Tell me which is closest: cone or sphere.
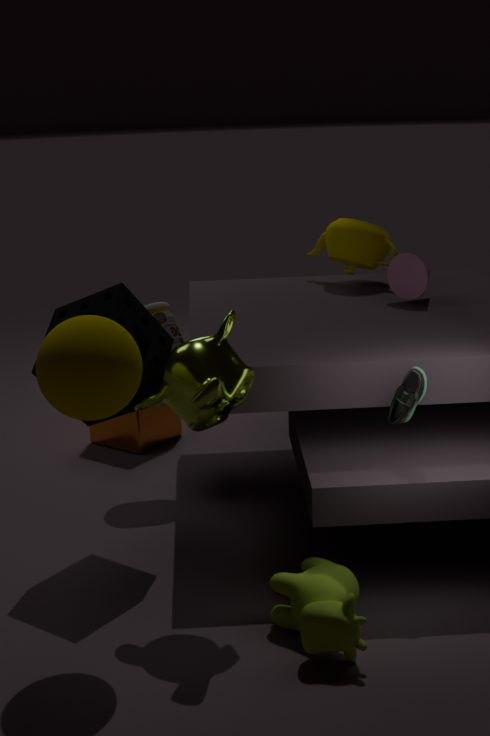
sphere
